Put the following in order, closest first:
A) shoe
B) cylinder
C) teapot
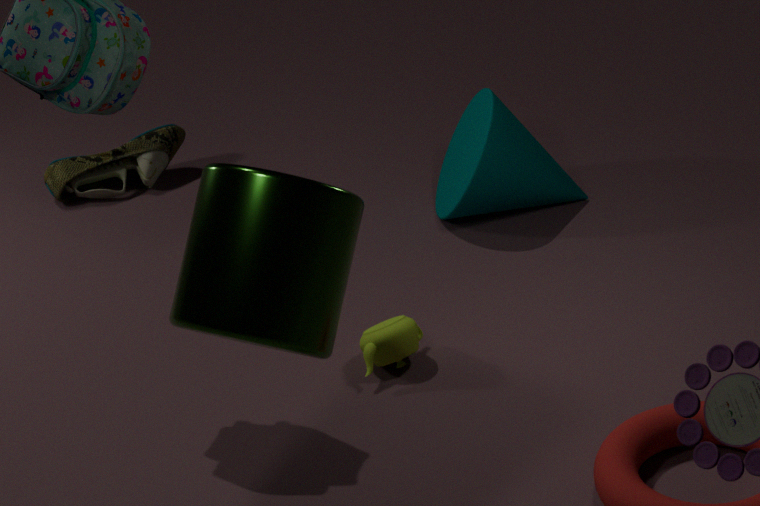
cylinder → teapot → shoe
